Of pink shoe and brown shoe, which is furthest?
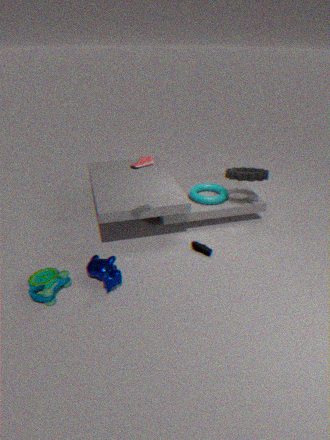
brown shoe
